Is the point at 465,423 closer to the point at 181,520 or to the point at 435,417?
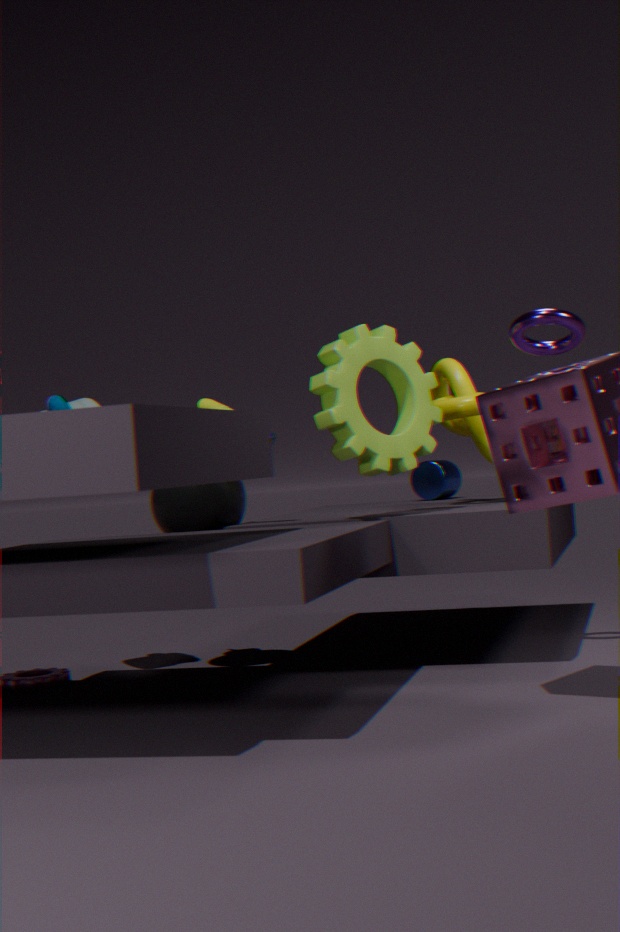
the point at 435,417
